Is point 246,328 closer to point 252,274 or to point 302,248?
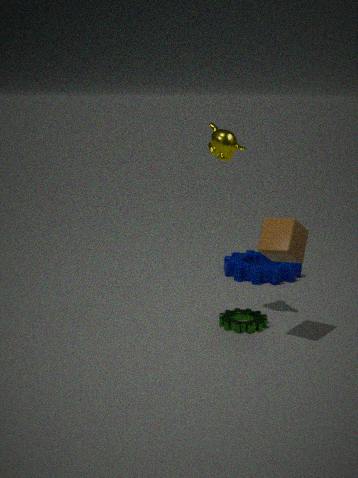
point 302,248
